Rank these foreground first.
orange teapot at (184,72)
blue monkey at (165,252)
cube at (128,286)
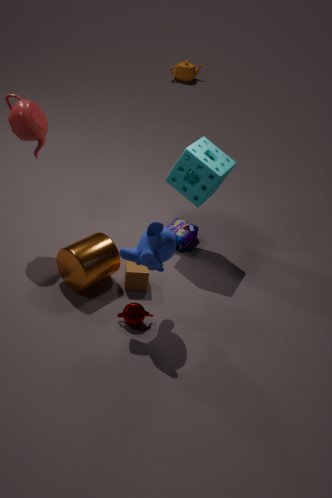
1. blue monkey at (165,252)
2. cube at (128,286)
3. orange teapot at (184,72)
